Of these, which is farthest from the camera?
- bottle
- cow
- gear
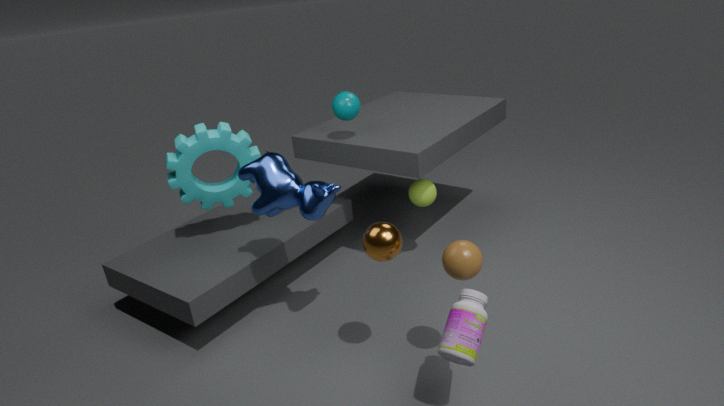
gear
